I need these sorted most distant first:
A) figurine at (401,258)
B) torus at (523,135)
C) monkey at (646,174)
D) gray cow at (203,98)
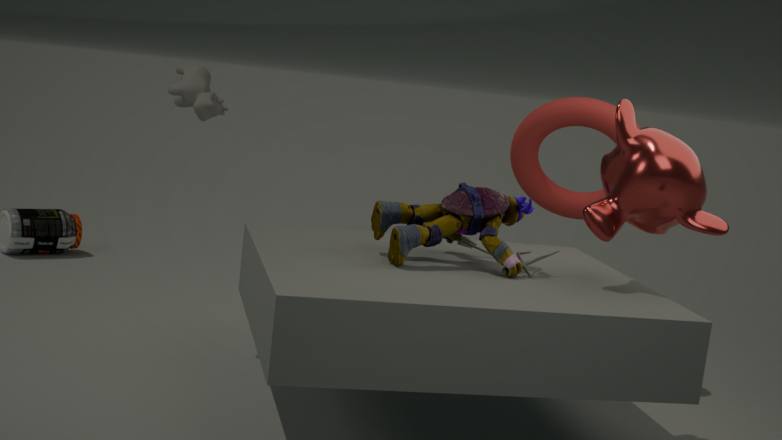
1. torus at (523,135)
2. gray cow at (203,98)
3. figurine at (401,258)
4. monkey at (646,174)
